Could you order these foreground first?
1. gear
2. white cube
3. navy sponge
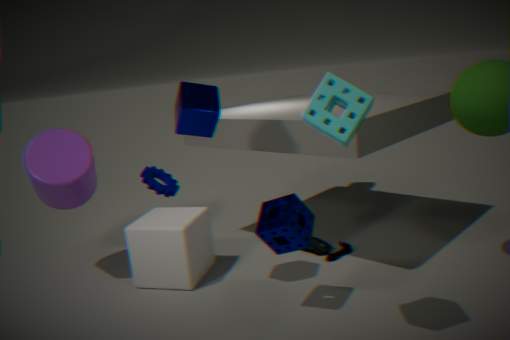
navy sponge → white cube → gear
